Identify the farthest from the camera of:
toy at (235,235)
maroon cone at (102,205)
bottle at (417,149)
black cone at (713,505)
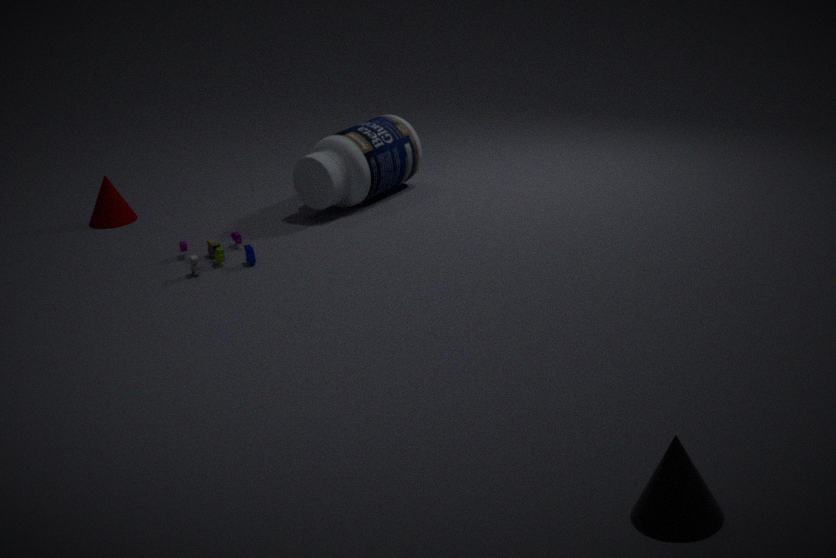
maroon cone at (102,205)
